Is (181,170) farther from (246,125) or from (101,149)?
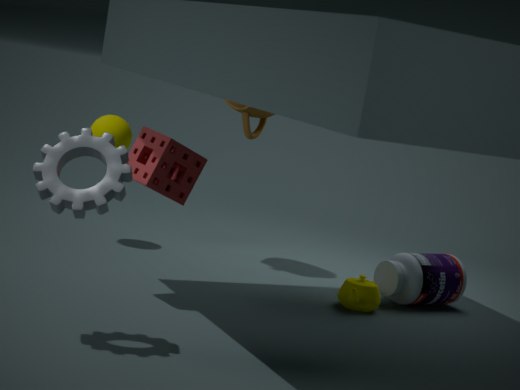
(246,125)
